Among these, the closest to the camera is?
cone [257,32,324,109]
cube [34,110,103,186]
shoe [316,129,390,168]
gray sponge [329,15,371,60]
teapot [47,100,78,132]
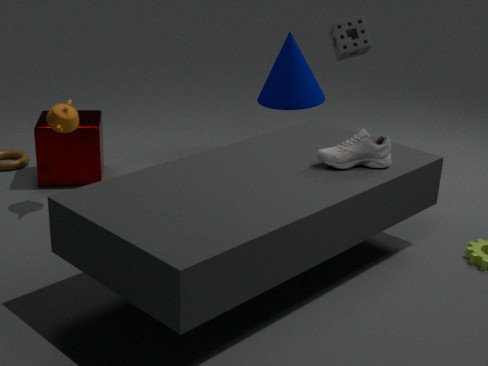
shoe [316,129,390,168]
